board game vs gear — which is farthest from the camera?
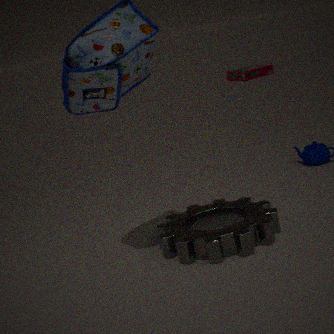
board game
